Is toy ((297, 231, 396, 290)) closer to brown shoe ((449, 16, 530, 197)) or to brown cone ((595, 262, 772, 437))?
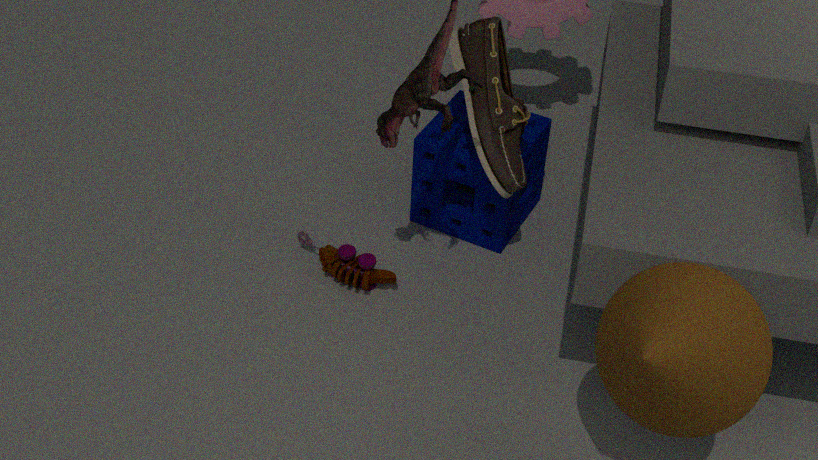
brown shoe ((449, 16, 530, 197))
